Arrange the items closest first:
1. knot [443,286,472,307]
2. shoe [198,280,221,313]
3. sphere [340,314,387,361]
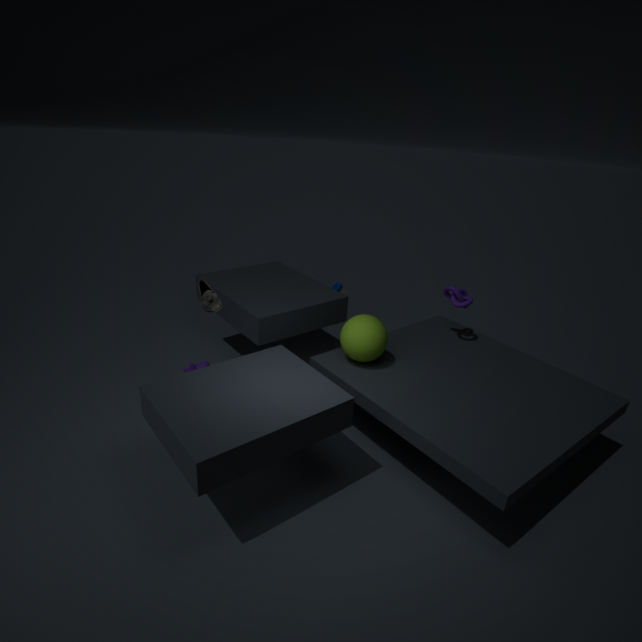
shoe [198,280,221,313]
sphere [340,314,387,361]
knot [443,286,472,307]
